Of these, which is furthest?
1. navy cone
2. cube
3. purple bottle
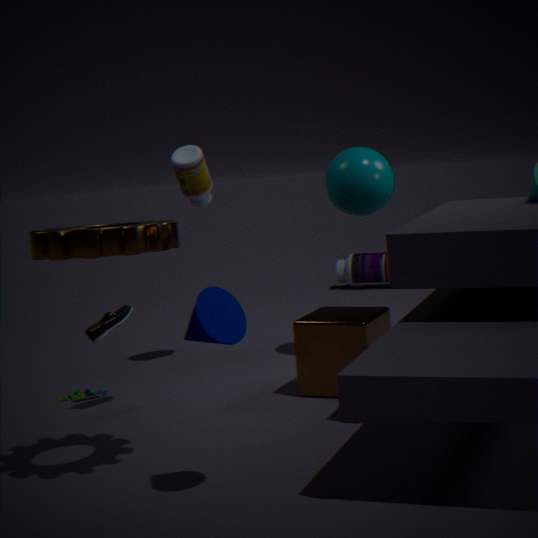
purple bottle
